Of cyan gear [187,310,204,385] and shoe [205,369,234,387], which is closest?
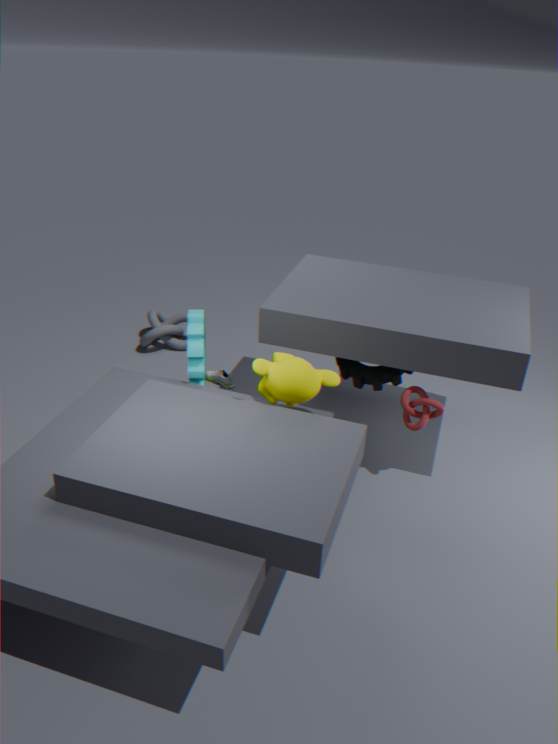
cyan gear [187,310,204,385]
